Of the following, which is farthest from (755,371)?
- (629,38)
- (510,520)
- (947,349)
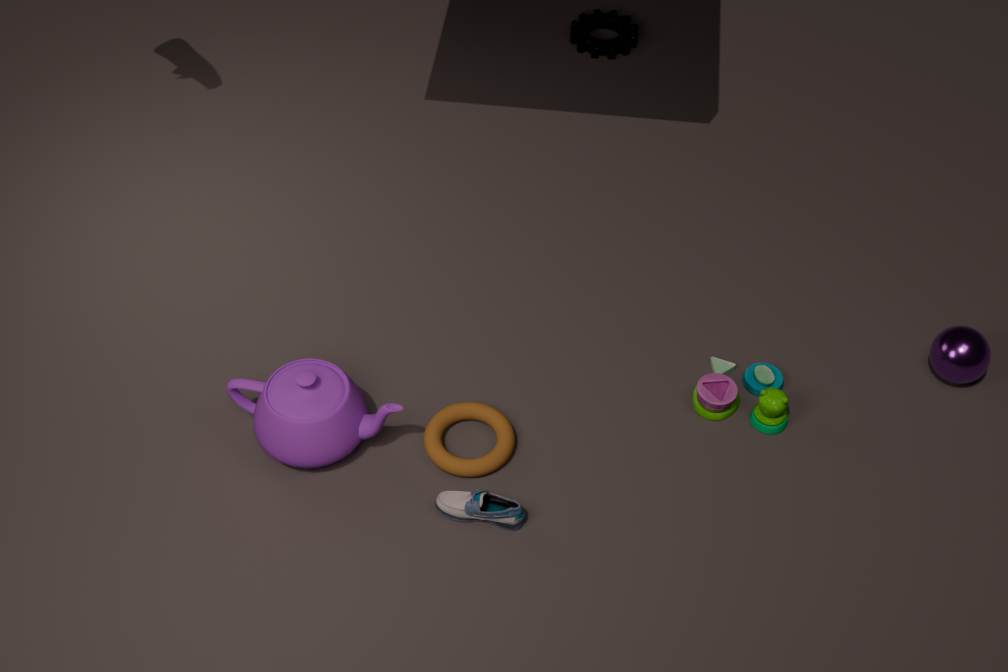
(629,38)
